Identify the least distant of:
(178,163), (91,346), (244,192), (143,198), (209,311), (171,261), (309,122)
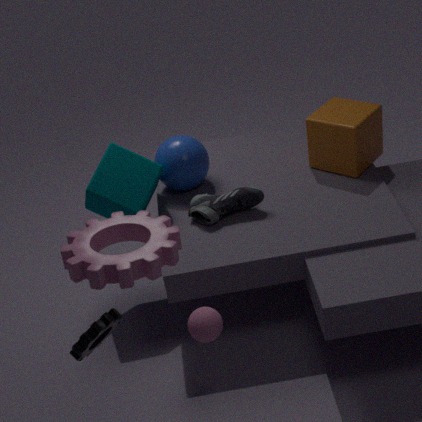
(91,346)
